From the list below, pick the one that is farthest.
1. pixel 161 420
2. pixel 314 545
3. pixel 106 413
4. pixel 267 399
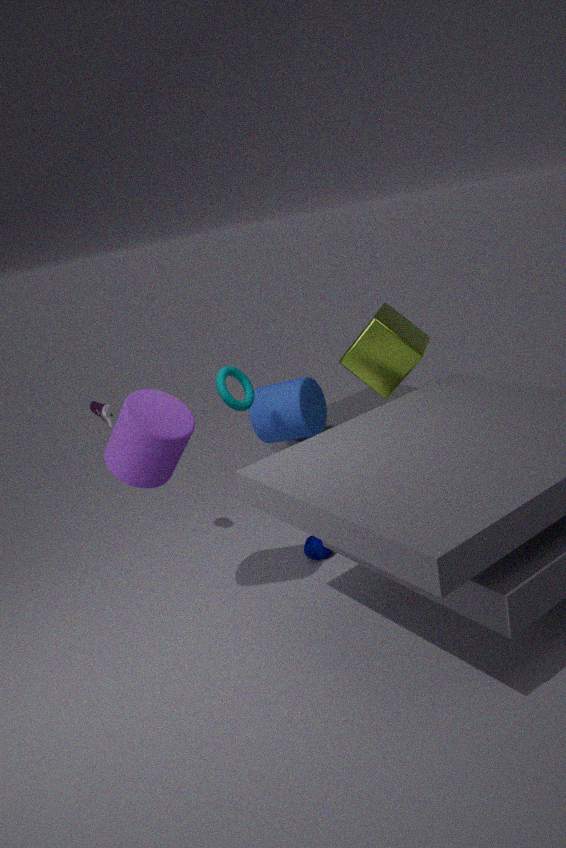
pixel 267 399
